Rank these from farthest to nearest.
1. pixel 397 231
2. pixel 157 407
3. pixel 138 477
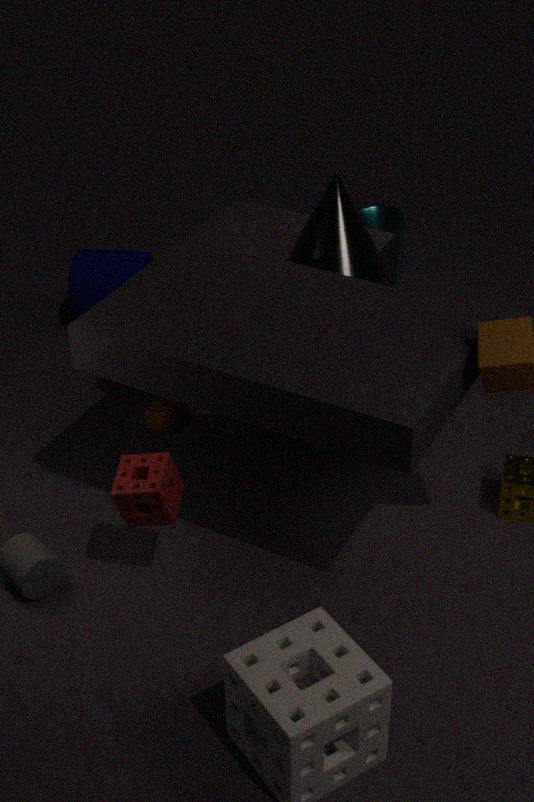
pixel 397 231 → pixel 157 407 → pixel 138 477
